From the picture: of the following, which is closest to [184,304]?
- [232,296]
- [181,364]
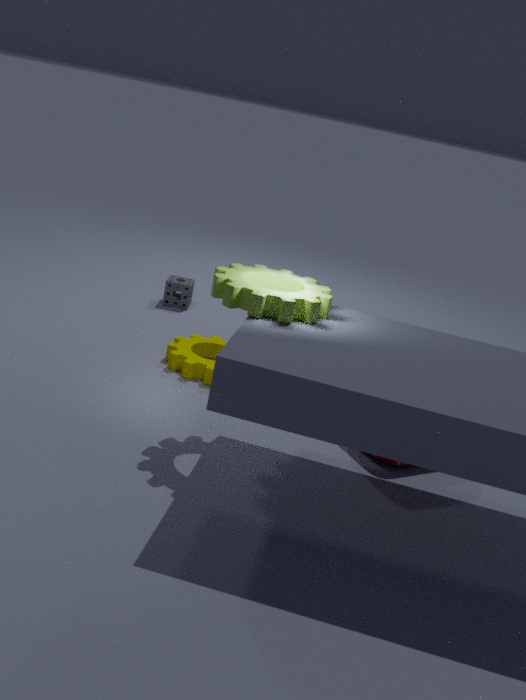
[181,364]
